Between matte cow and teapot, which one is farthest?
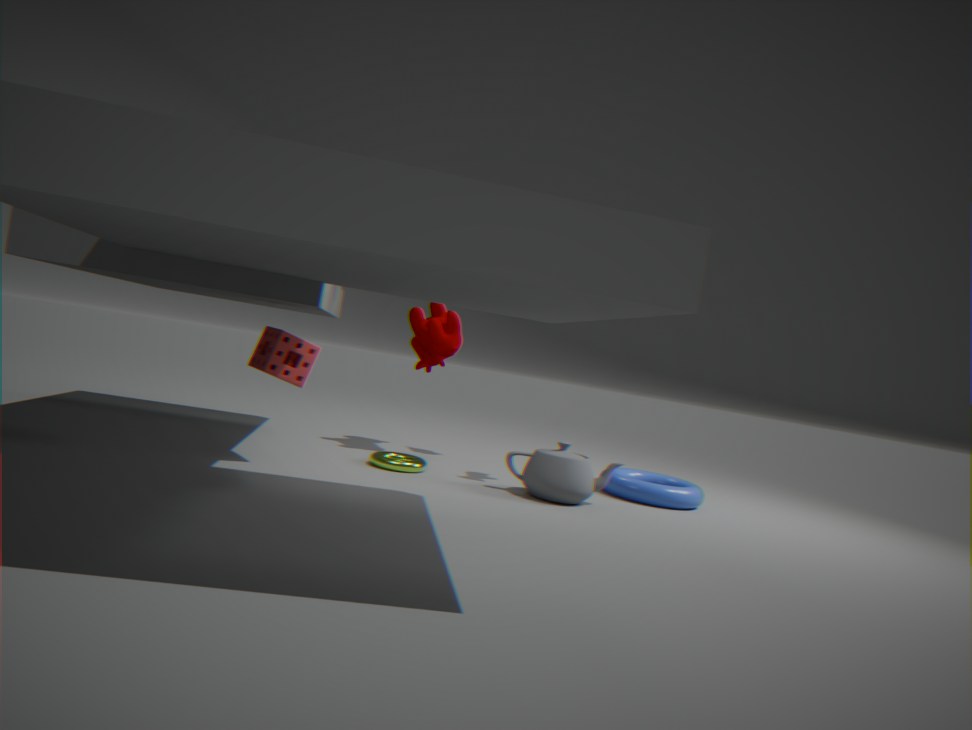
matte cow
